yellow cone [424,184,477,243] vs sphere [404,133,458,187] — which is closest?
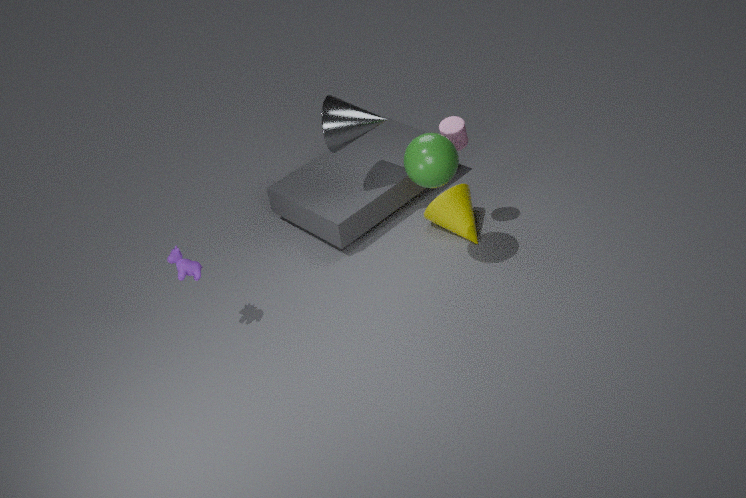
sphere [404,133,458,187]
